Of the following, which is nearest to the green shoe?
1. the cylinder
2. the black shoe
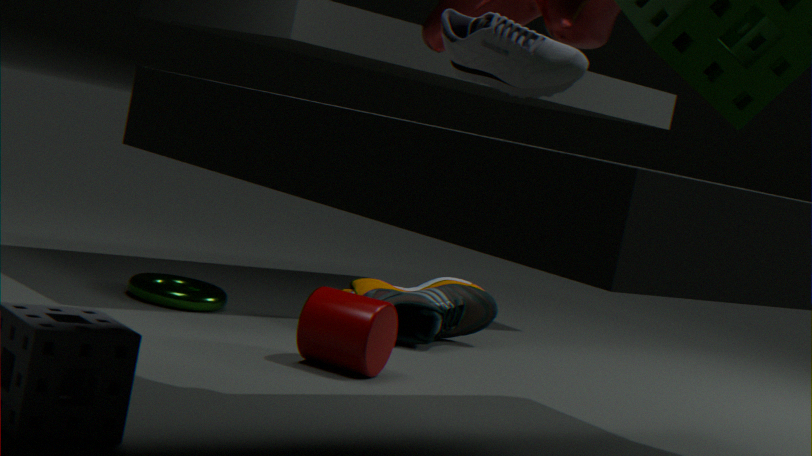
the cylinder
